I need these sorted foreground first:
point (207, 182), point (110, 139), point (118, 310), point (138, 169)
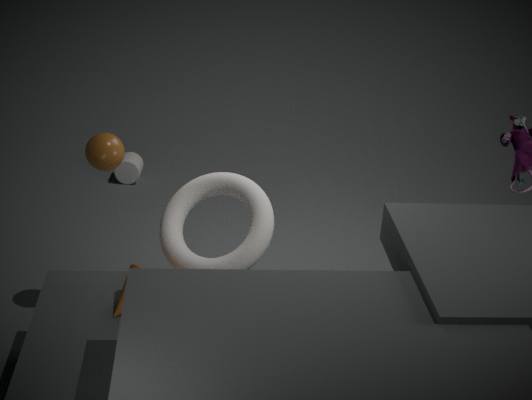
point (118, 310), point (110, 139), point (207, 182), point (138, 169)
